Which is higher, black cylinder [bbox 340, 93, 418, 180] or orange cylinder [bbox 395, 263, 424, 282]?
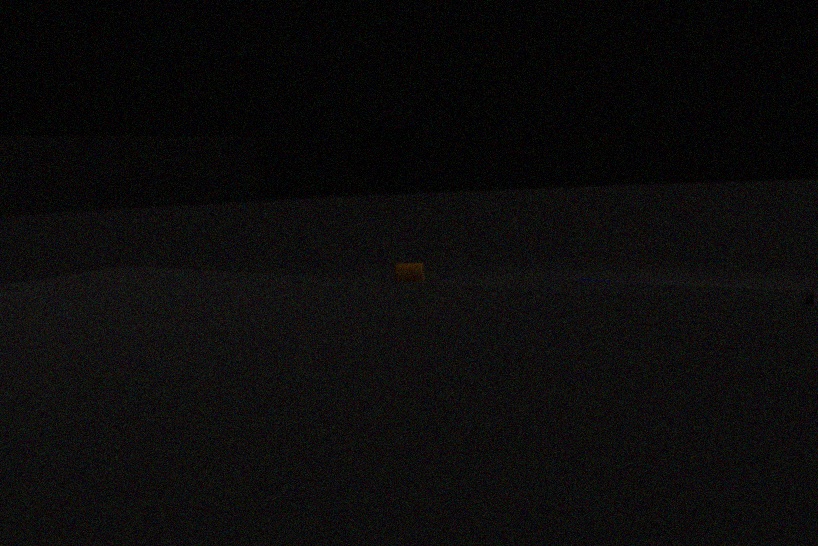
black cylinder [bbox 340, 93, 418, 180]
